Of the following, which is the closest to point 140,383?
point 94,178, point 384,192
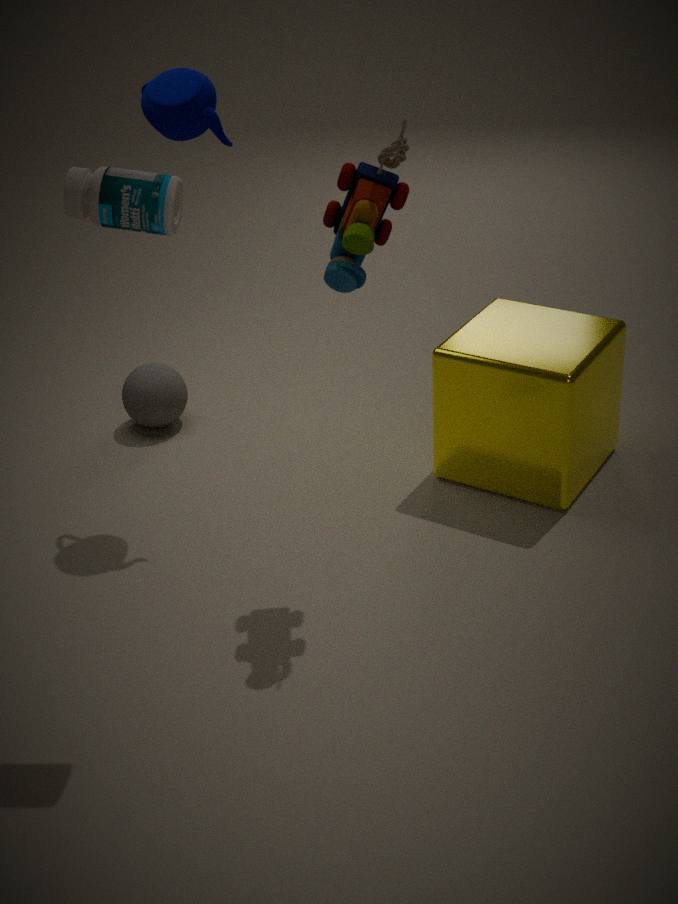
point 384,192
